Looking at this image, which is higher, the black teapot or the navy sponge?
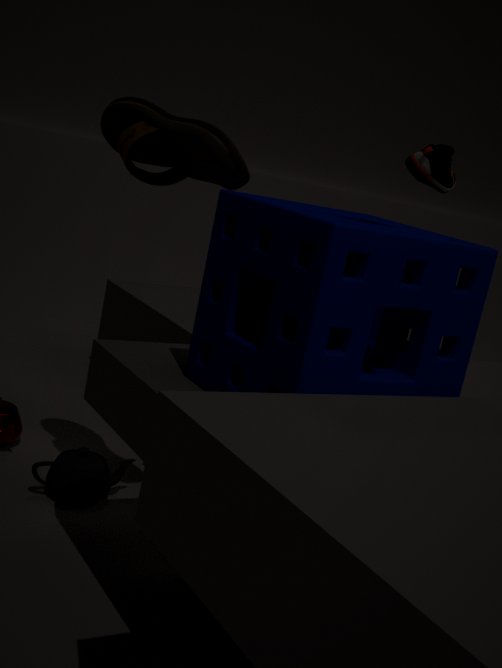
the navy sponge
